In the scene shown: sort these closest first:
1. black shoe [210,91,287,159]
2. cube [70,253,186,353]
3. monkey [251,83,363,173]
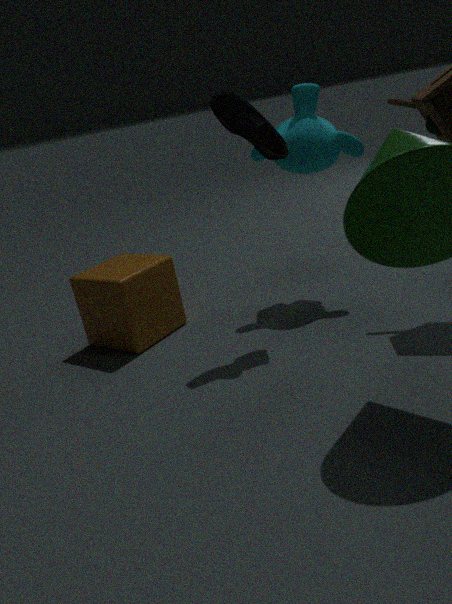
black shoe [210,91,287,159], cube [70,253,186,353], monkey [251,83,363,173]
